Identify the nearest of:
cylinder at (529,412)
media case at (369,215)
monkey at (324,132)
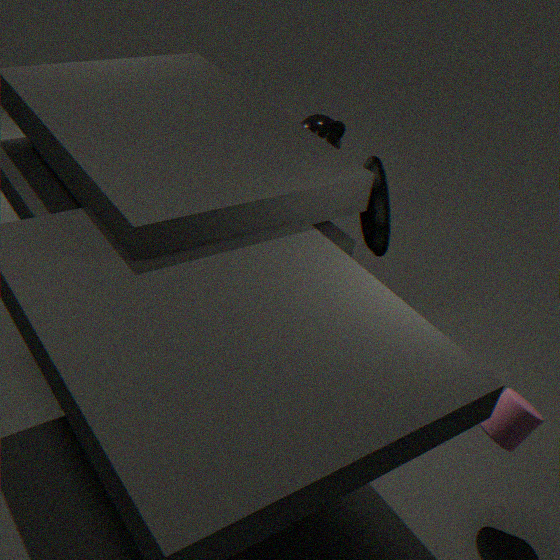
cylinder at (529,412)
